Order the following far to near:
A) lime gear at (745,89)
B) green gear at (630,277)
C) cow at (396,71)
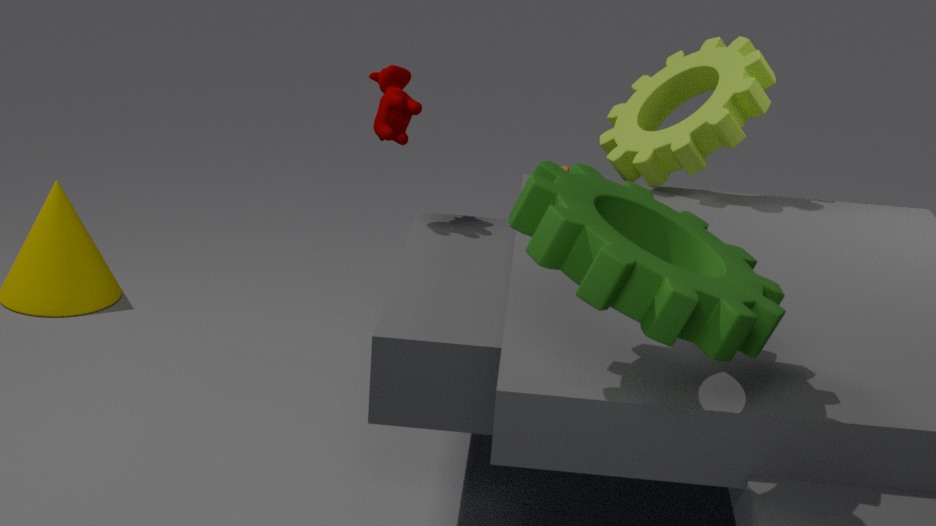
C. cow at (396,71) < A. lime gear at (745,89) < B. green gear at (630,277)
